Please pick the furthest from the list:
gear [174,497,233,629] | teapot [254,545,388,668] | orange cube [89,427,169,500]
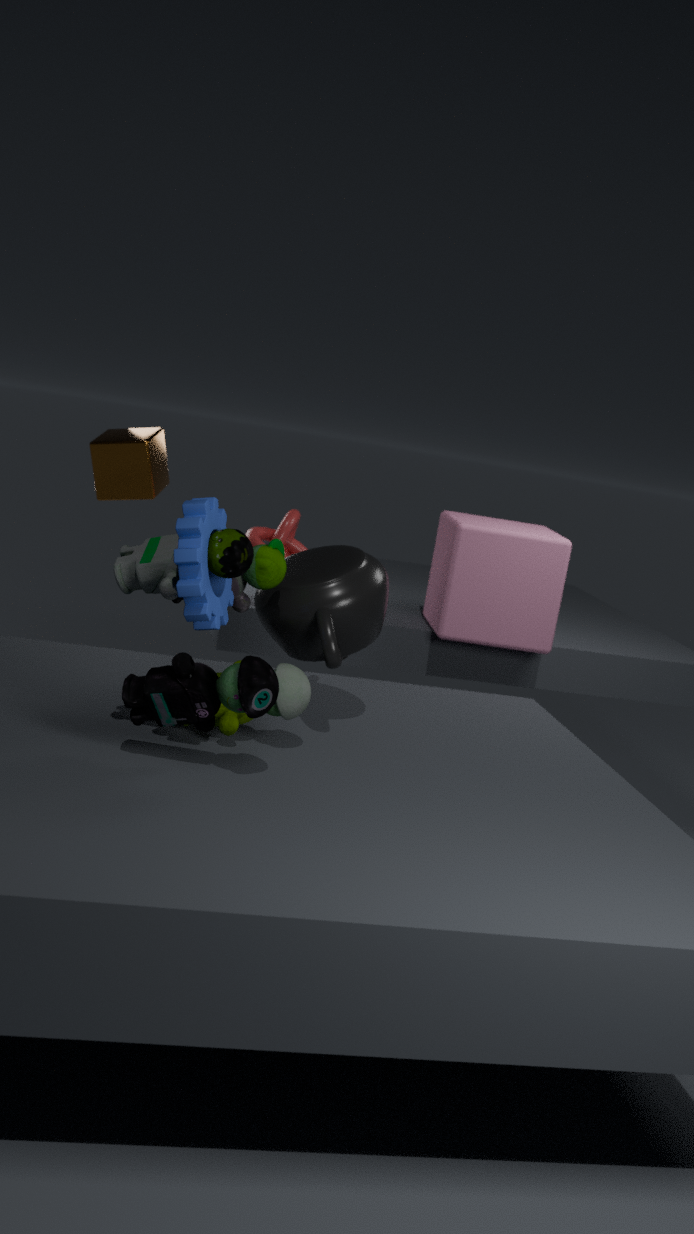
orange cube [89,427,169,500]
